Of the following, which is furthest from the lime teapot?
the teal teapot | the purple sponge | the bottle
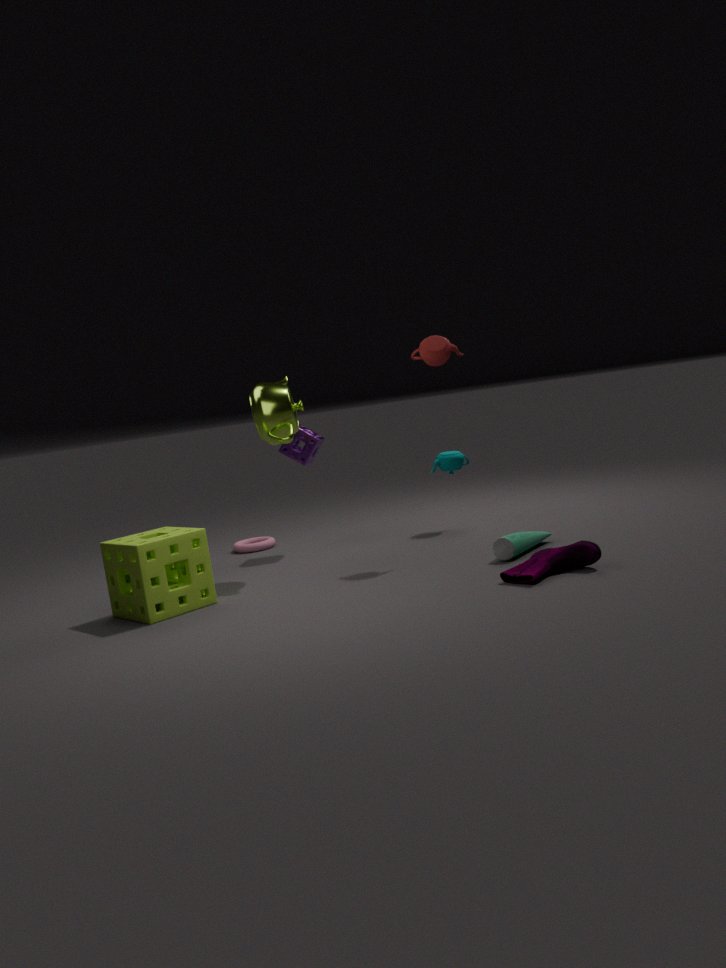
the bottle
